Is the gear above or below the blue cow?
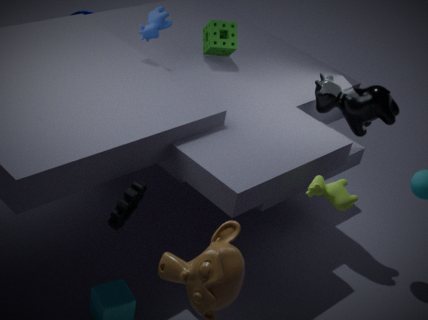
below
